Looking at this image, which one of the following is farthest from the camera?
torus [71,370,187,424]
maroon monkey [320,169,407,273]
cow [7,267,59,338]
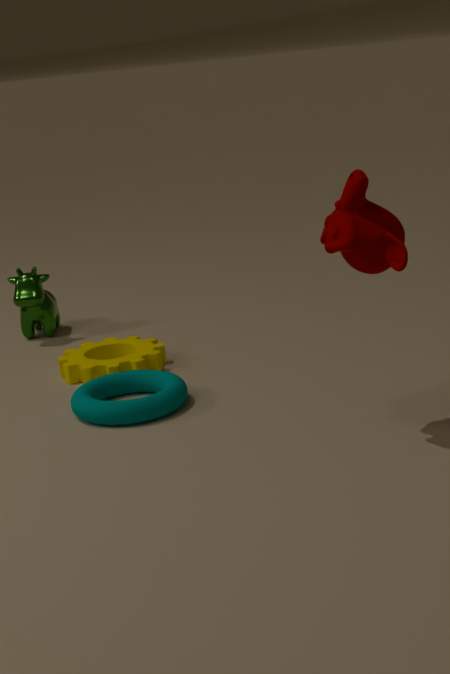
cow [7,267,59,338]
